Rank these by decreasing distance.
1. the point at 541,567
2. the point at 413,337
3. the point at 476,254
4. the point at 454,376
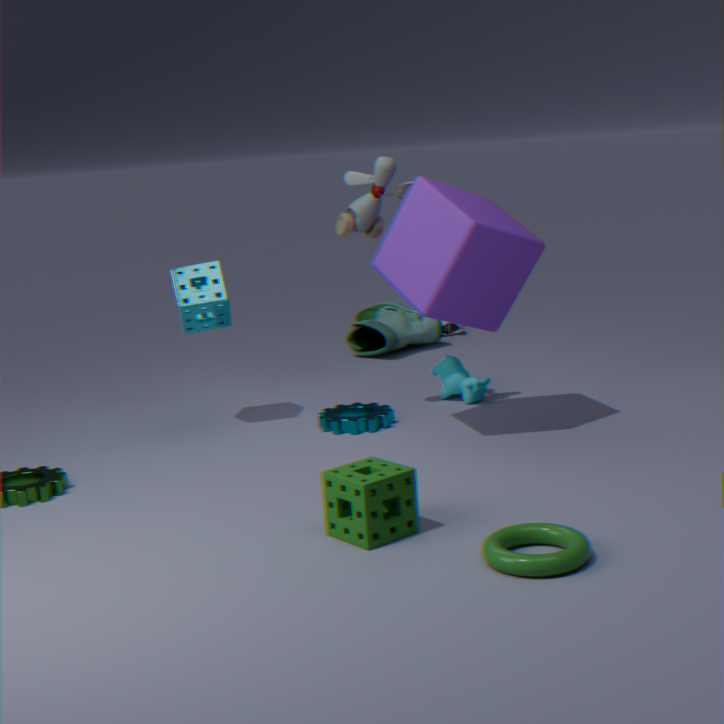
the point at 413,337
the point at 454,376
the point at 476,254
the point at 541,567
